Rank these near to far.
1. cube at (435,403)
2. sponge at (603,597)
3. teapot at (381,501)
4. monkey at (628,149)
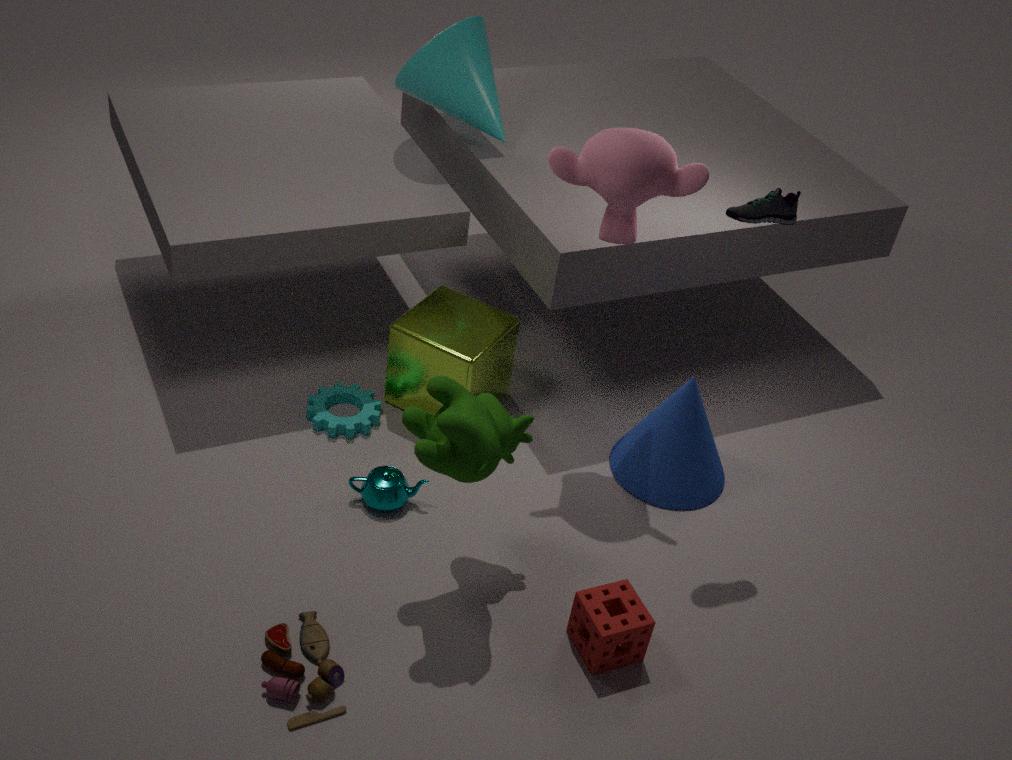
1. sponge at (603,597)
2. monkey at (628,149)
3. teapot at (381,501)
4. cube at (435,403)
